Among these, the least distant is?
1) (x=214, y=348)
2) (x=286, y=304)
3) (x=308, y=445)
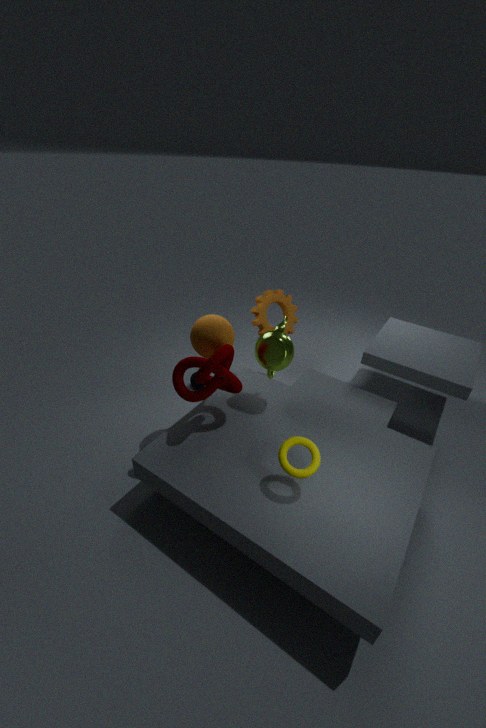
3. (x=308, y=445)
